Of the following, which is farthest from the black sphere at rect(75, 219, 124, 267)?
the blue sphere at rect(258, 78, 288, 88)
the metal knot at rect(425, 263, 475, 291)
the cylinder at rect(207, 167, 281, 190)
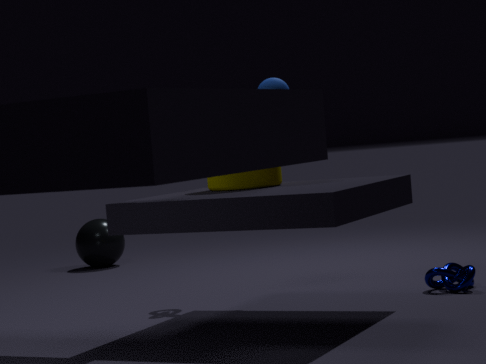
the metal knot at rect(425, 263, 475, 291)
